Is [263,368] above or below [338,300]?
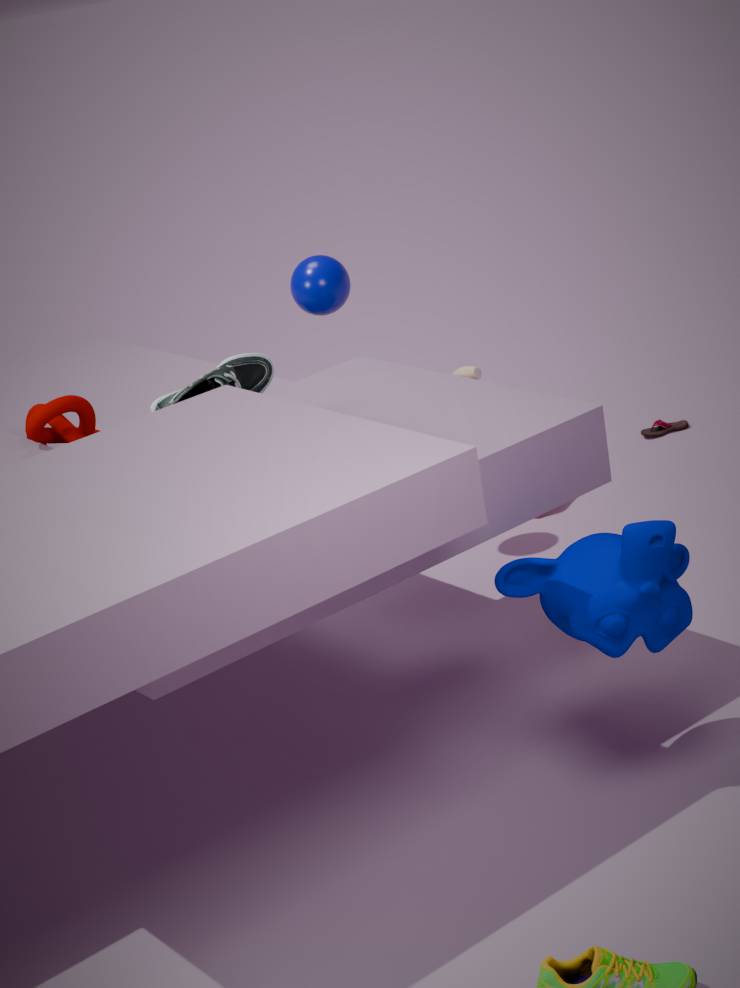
below
